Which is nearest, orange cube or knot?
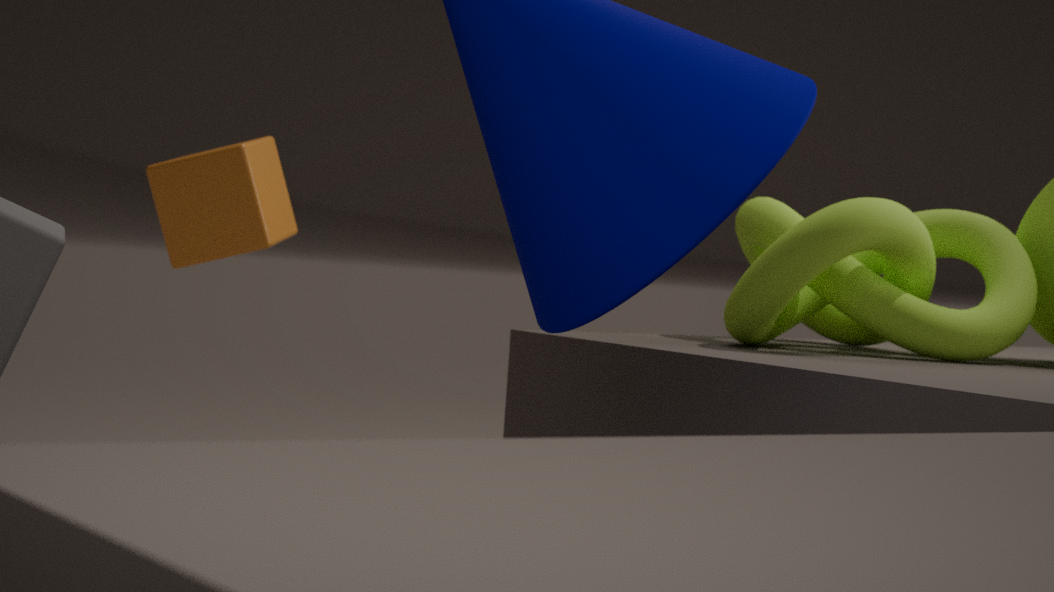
knot
